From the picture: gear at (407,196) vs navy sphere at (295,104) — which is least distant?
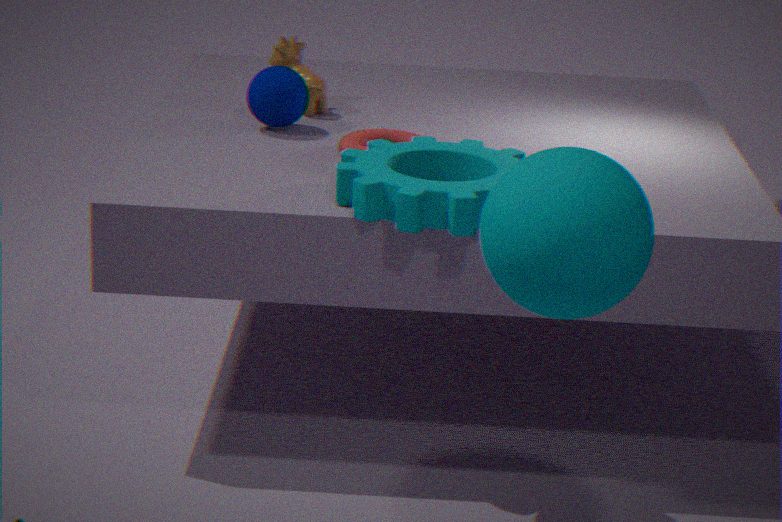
gear at (407,196)
